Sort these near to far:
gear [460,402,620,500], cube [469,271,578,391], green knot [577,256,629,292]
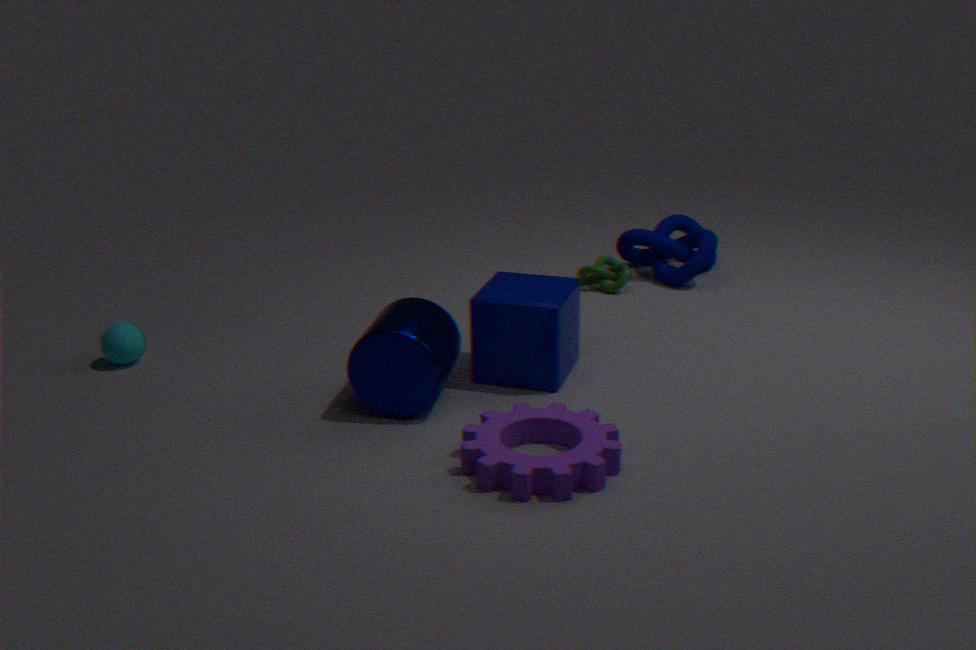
gear [460,402,620,500], cube [469,271,578,391], green knot [577,256,629,292]
